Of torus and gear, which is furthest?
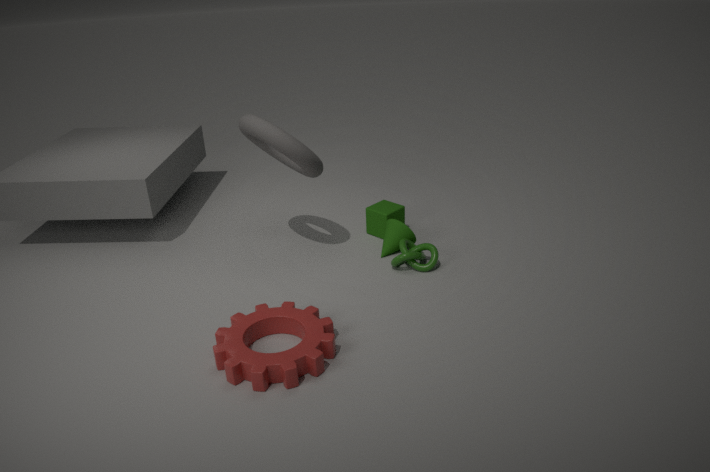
torus
